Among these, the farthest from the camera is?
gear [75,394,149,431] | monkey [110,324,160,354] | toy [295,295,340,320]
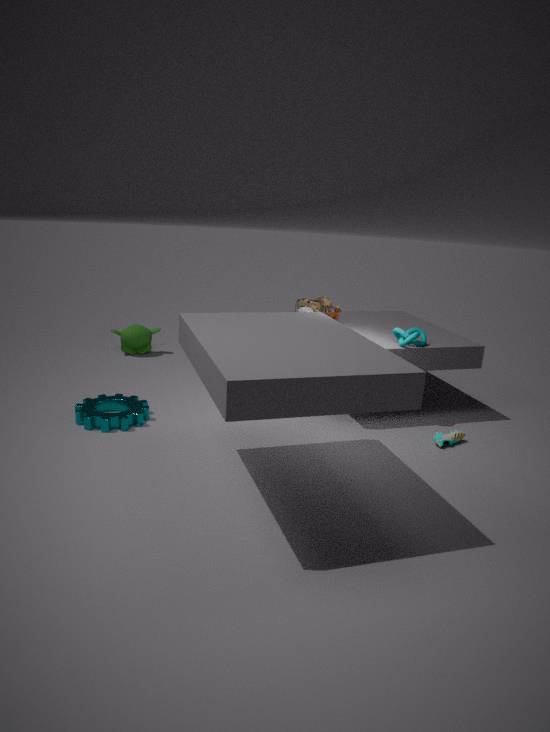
monkey [110,324,160,354]
